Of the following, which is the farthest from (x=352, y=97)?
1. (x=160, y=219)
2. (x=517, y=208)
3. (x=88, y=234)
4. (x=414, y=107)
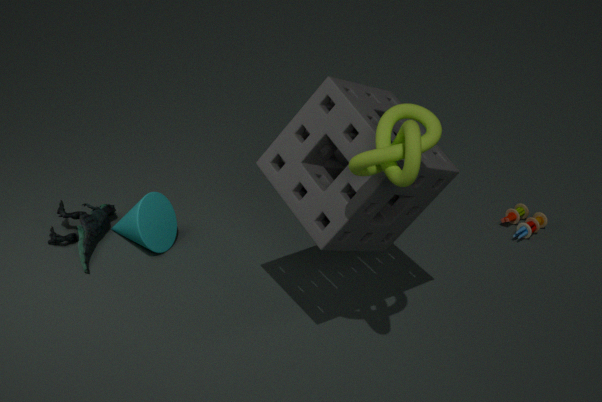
(x=517, y=208)
